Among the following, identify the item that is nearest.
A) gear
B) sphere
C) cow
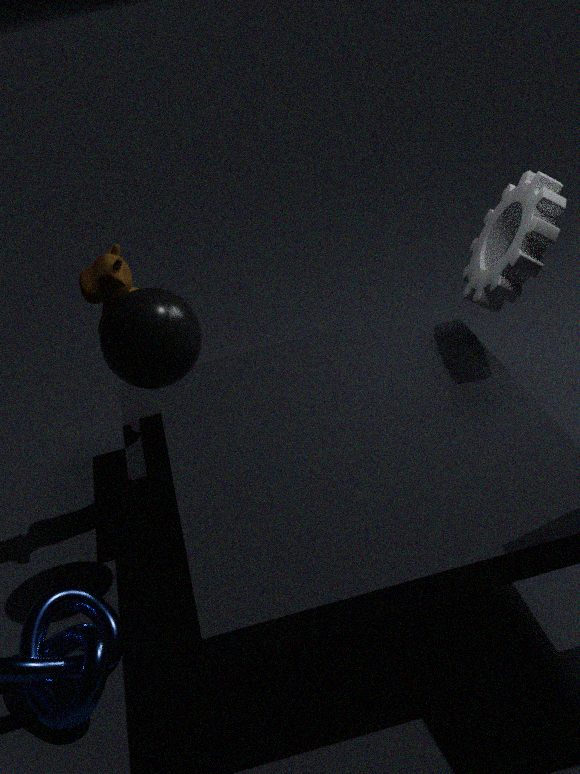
sphere
